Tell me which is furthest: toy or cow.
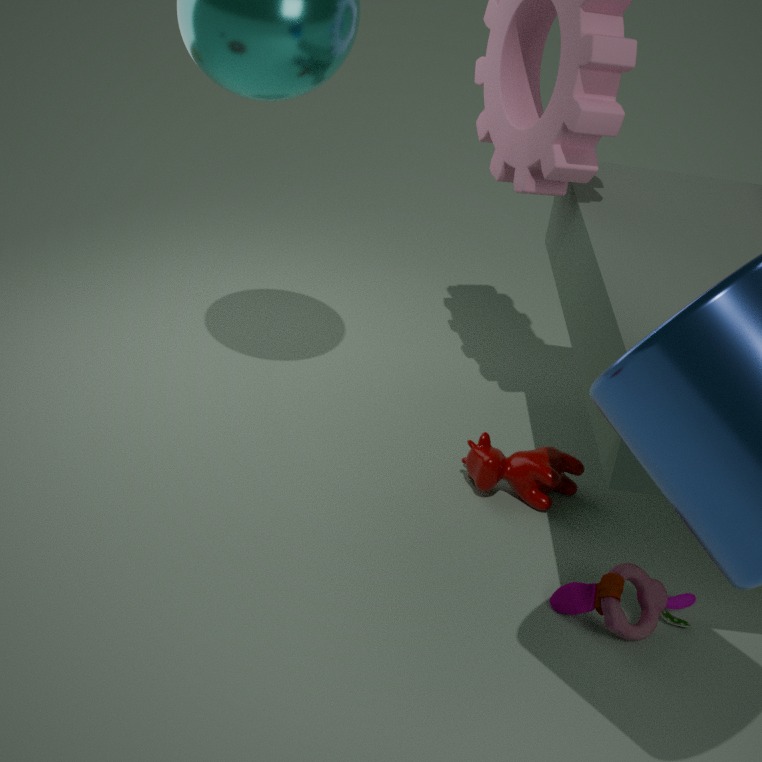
cow
